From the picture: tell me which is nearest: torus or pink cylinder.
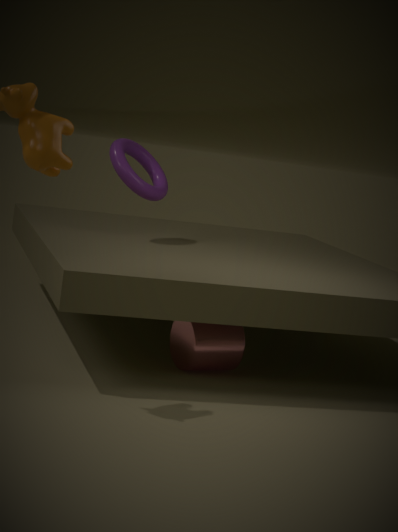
pink cylinder
